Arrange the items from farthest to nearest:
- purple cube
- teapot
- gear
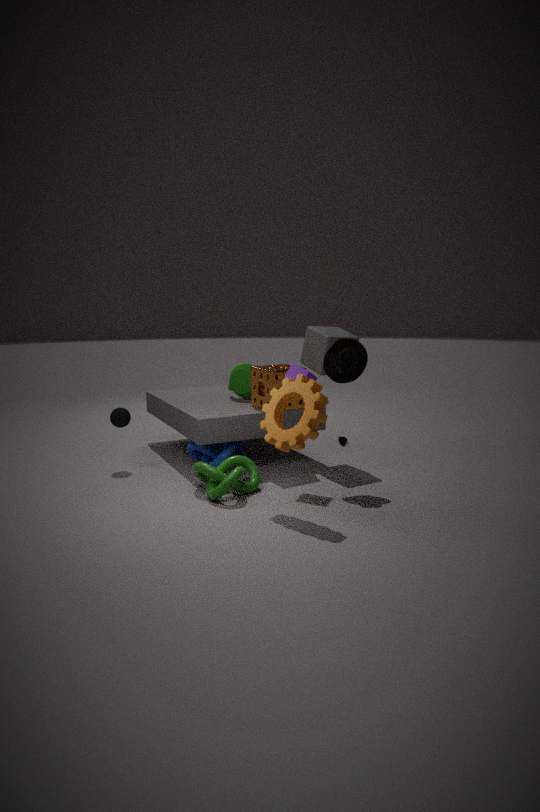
teapot < purple cube < gear
